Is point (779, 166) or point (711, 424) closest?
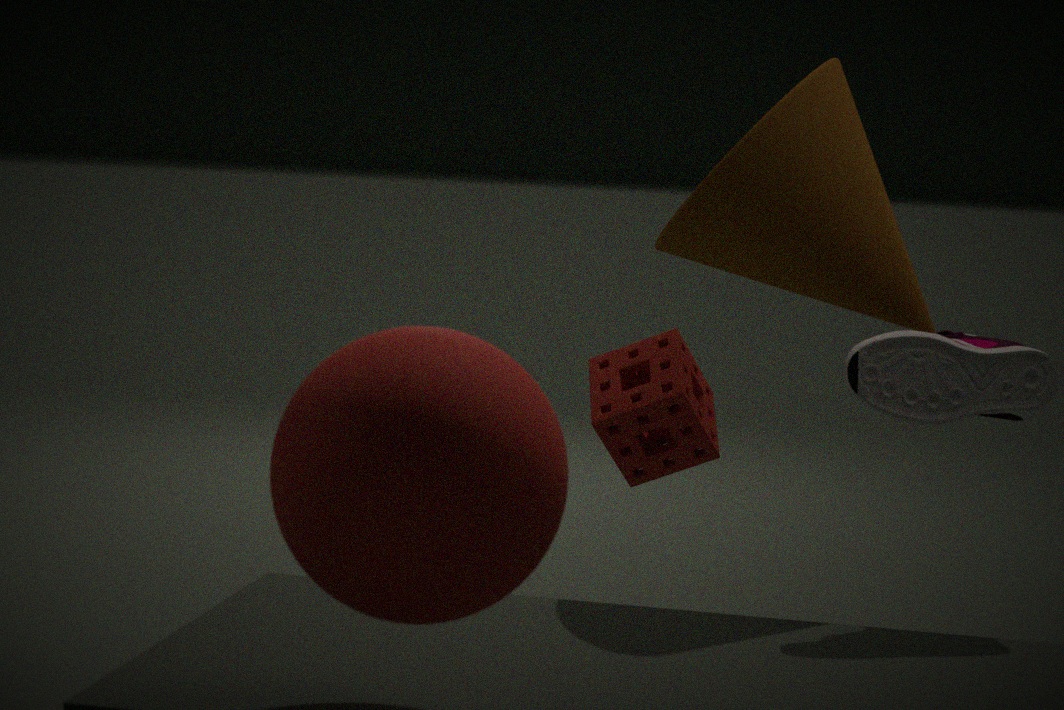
point (779, 166)
